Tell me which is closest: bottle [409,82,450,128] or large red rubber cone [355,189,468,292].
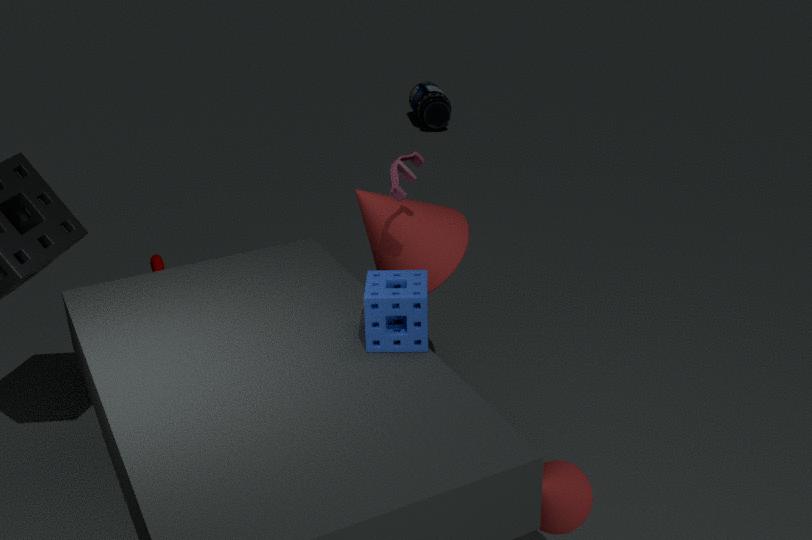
large red rubber cone [355,189,468,292]
